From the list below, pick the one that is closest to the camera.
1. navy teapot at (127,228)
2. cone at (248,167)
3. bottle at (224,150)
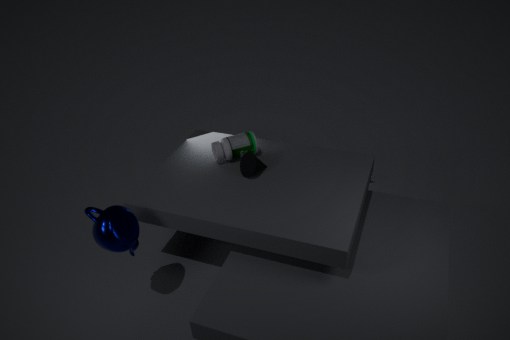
navy teapot at (127,228)
